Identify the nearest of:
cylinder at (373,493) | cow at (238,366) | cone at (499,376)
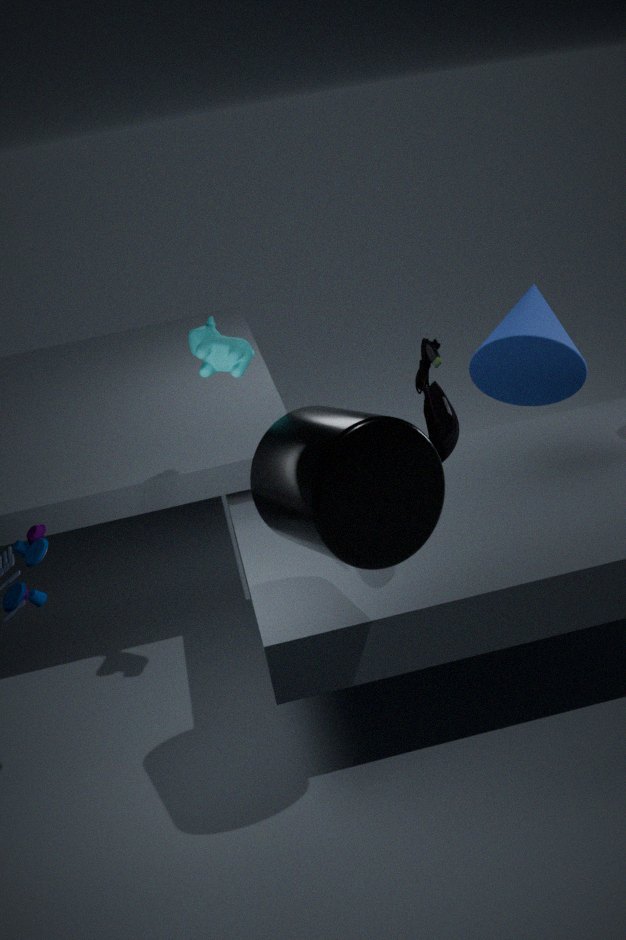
cylinder at (373,493)
